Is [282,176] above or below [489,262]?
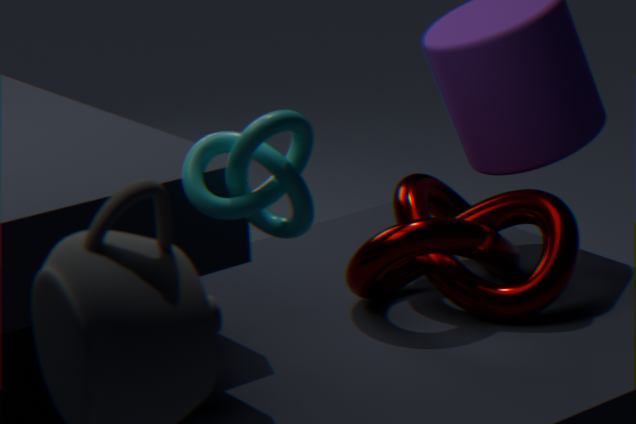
above
